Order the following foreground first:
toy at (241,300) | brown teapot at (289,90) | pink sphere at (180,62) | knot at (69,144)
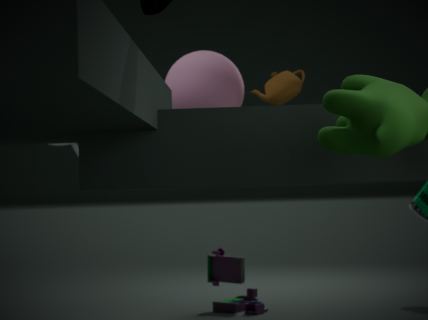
brown teapot at (289,90) < pink sphere at (180,62) < knot at (69,144) < toy at (241,300)
